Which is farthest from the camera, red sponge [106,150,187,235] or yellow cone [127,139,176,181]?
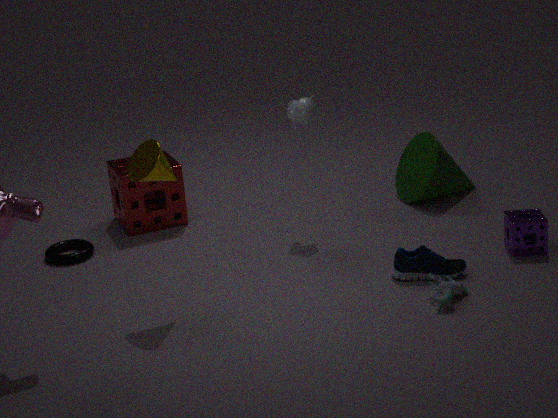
red sponge [106,150,187,235]
